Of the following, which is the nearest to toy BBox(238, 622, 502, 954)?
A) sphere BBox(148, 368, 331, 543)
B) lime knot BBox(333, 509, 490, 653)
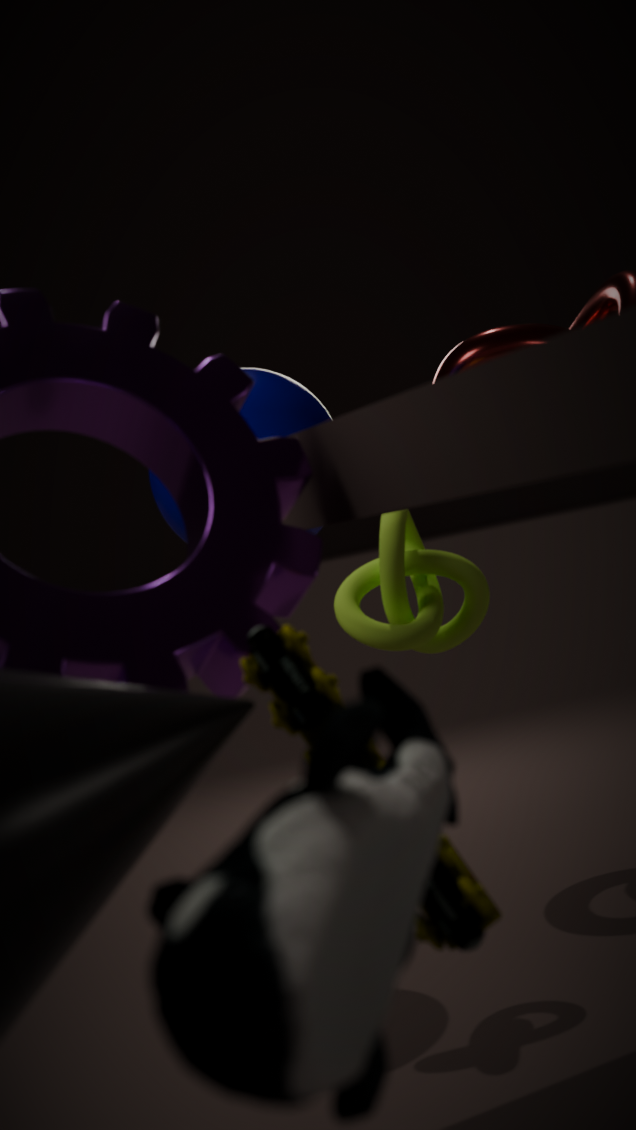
lime knot BBox(333, 509, 490, 653)
